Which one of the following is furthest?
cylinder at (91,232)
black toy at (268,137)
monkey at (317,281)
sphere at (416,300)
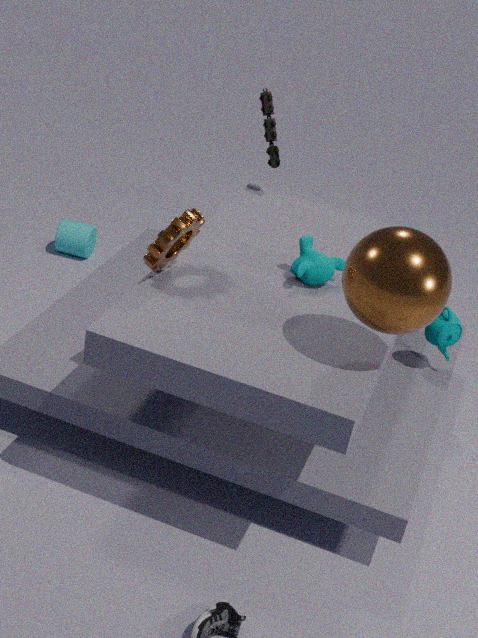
cylinder at (91,232)
